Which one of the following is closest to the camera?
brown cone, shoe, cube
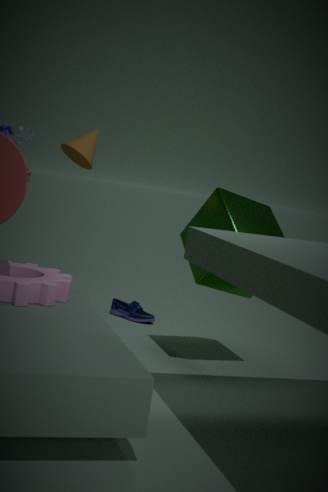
cube
